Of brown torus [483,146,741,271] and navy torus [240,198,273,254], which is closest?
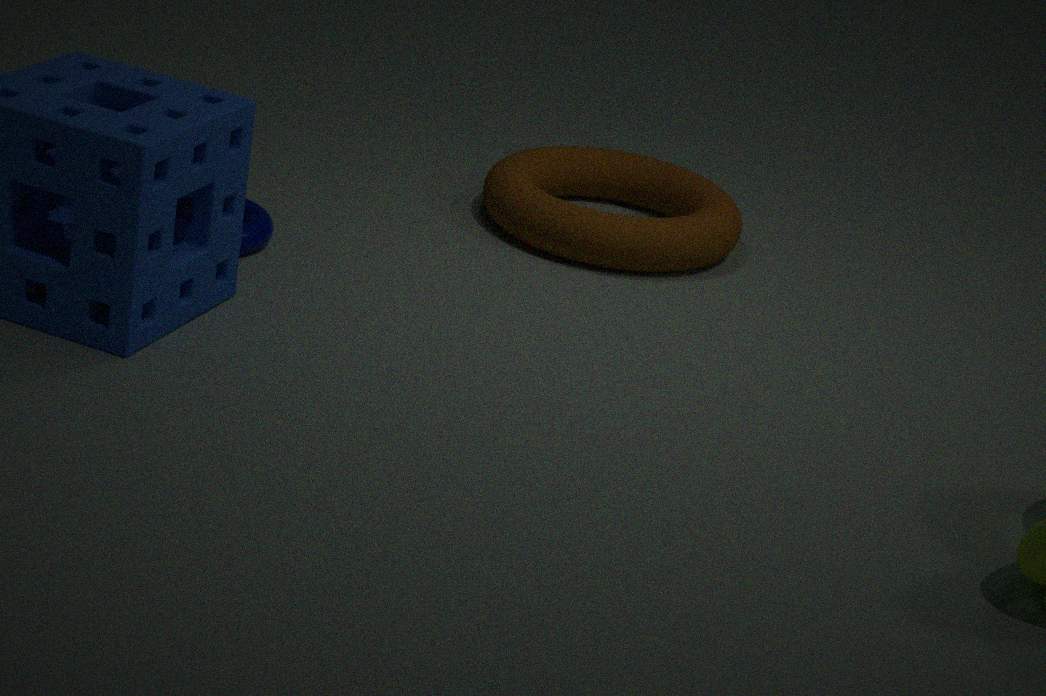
navy torus [240,198,273,254]
